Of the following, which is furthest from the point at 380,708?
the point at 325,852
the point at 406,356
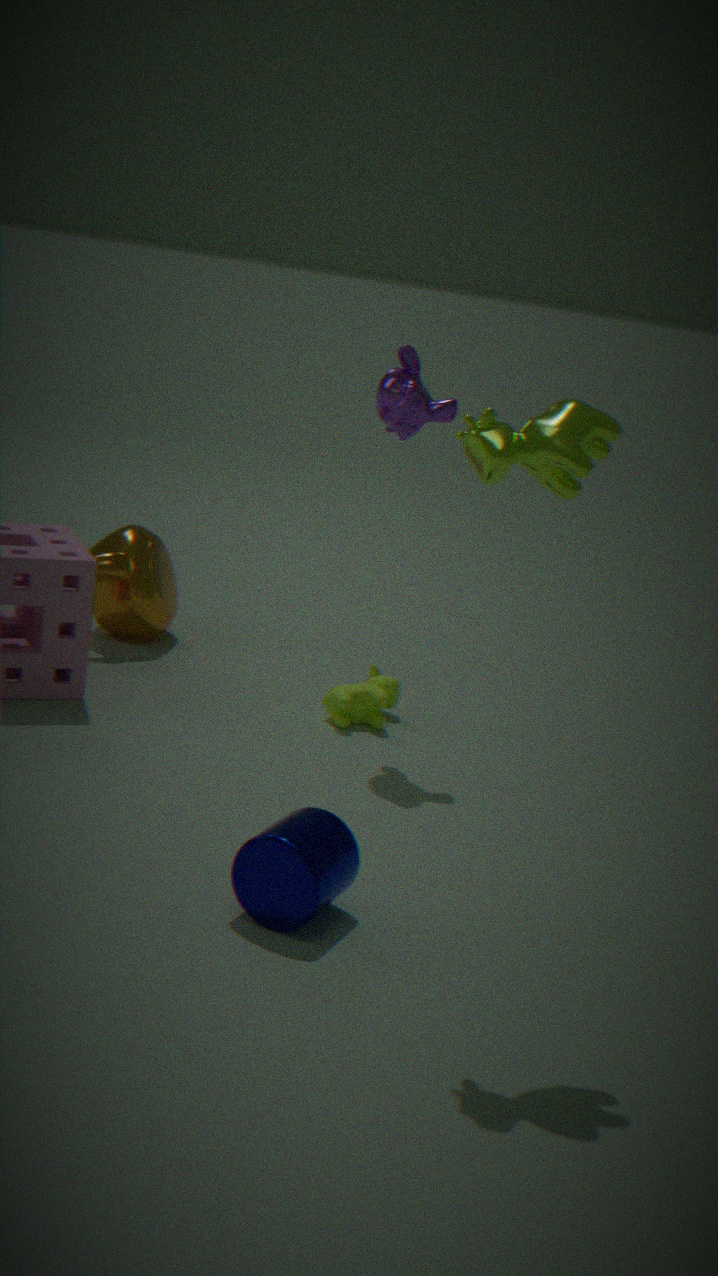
the point at 325,852
